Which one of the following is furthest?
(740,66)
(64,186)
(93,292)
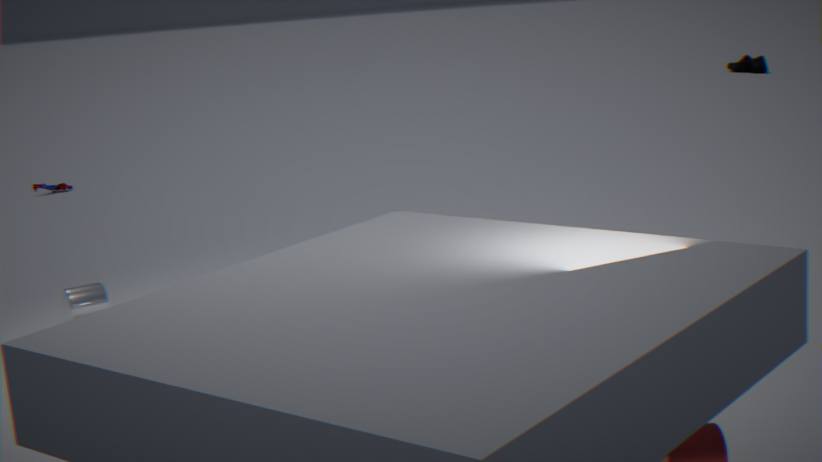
(740,66)
